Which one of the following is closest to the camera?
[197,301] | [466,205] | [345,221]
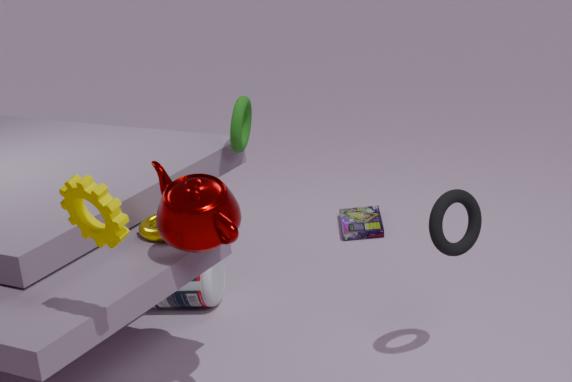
[466,205]
